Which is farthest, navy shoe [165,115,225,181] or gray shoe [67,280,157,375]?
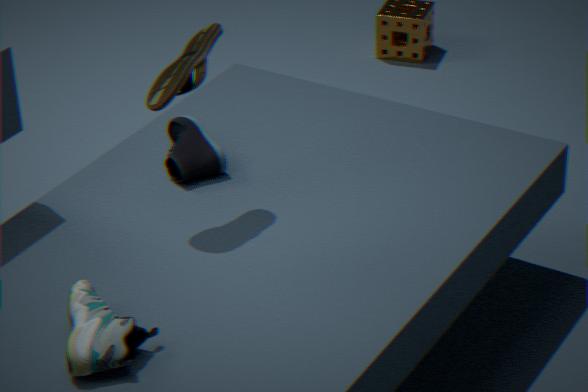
navy shoe [165,115,225,181]
